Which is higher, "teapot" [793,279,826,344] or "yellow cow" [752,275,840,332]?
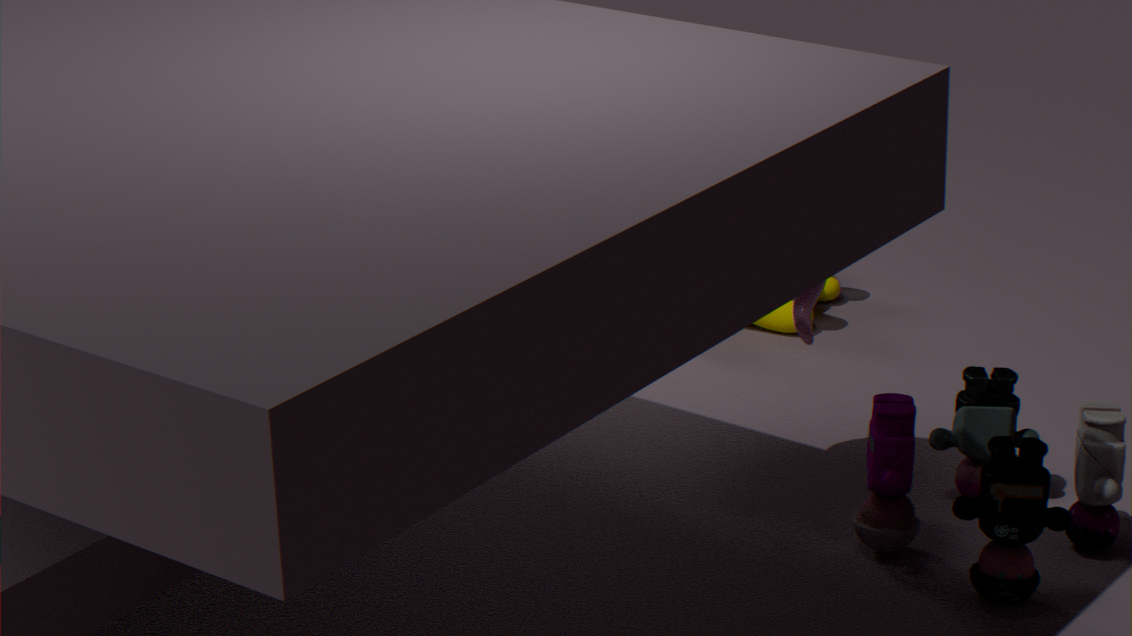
"teapot" [793,279,826,344]
